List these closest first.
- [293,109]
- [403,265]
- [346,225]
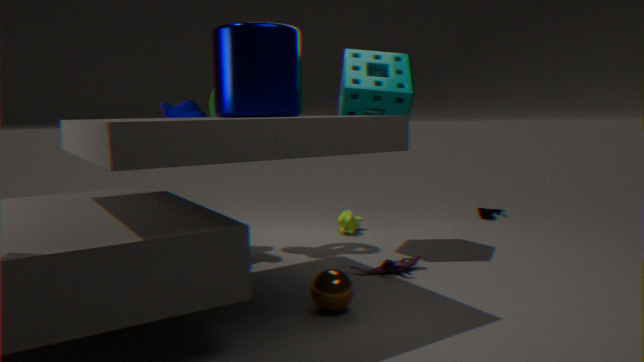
[293,109] → [403,265] → [346,225]
